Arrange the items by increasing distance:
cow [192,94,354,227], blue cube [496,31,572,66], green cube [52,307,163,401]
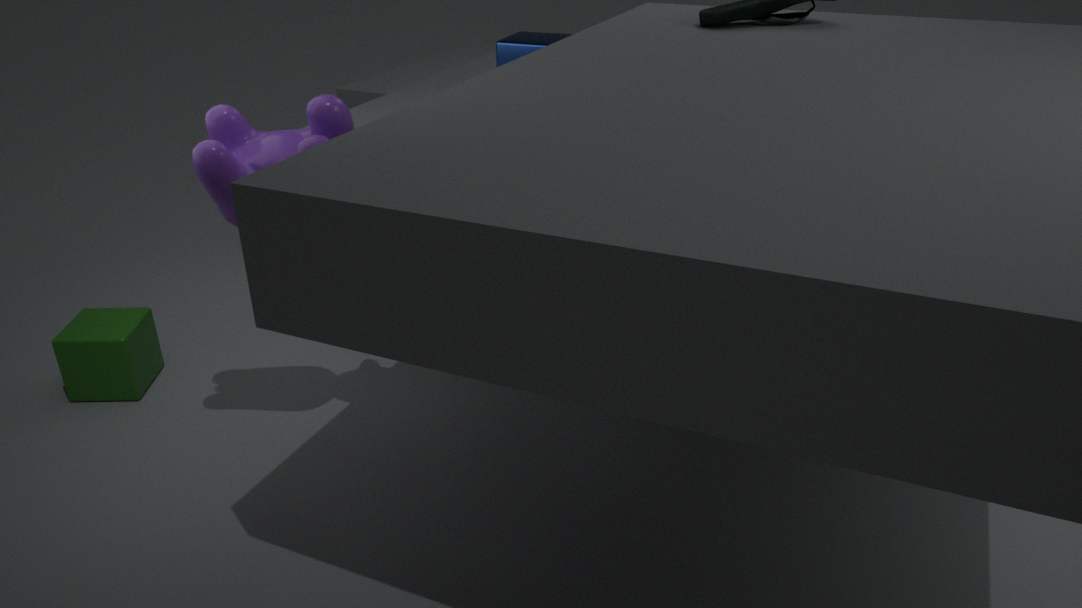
cow [192,94,354,227], green cube [52,307,163,401], blue cube [496,31,572,66]
